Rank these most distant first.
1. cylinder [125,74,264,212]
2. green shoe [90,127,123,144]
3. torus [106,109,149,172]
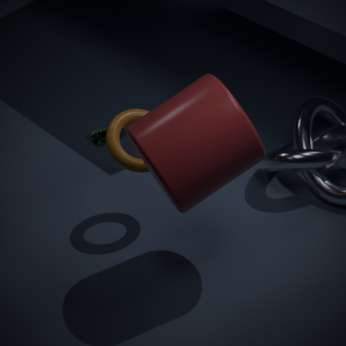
green shoe [90,127,123,144]
torus [106,109,149,172]
cylinder [125,74,264,212]
